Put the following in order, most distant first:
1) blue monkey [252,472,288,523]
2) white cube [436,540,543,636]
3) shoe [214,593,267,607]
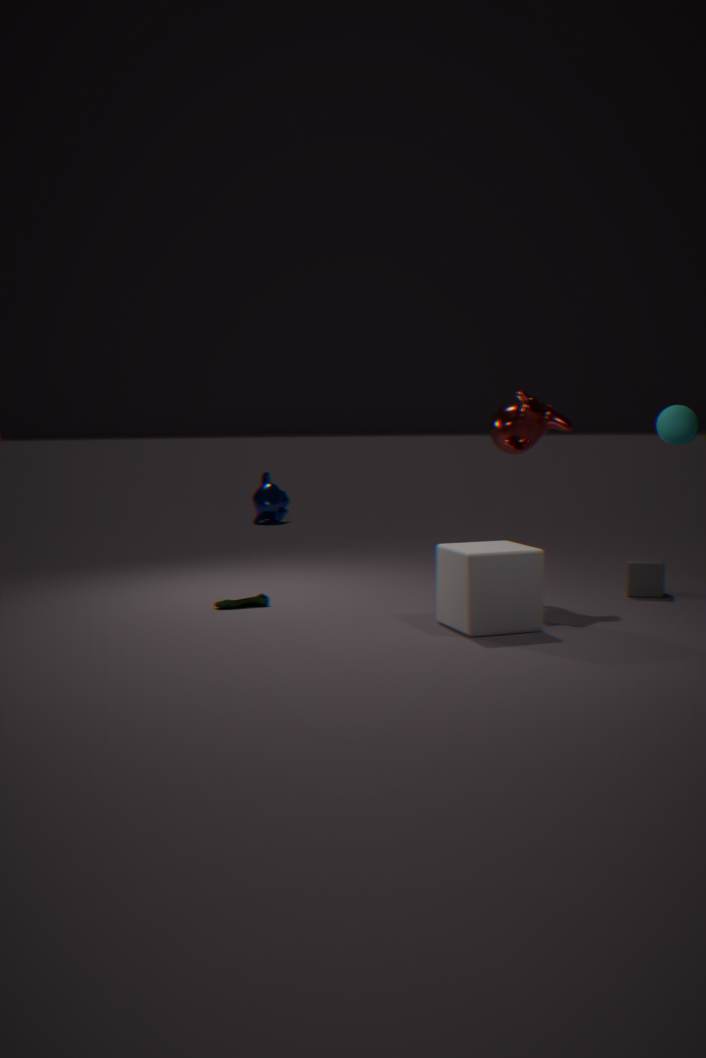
1. blue monkey [252,472,288,523]
3. shoe [214,593,267,607]
2. white cube [436,540,543,636]
